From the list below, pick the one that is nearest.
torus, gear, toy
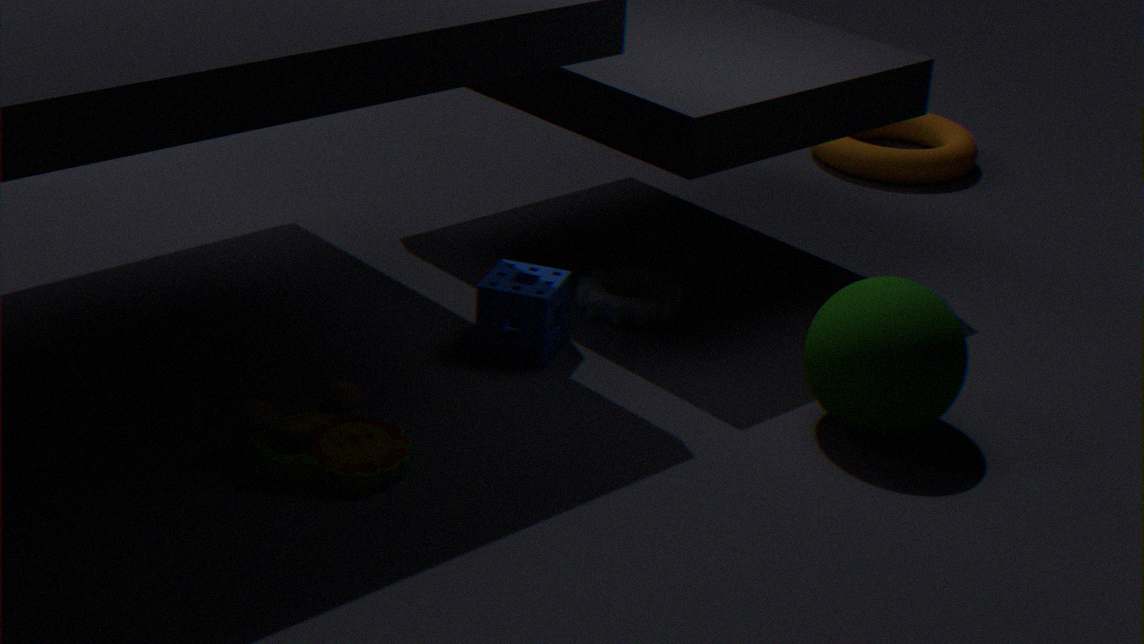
toy
